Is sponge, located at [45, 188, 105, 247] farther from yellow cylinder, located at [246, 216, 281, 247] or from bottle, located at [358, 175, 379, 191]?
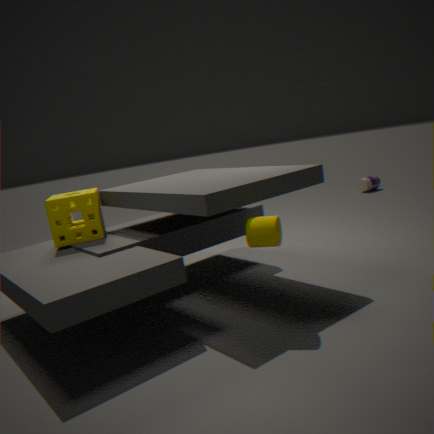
bottle, located at [358, 175, 379, 191]
